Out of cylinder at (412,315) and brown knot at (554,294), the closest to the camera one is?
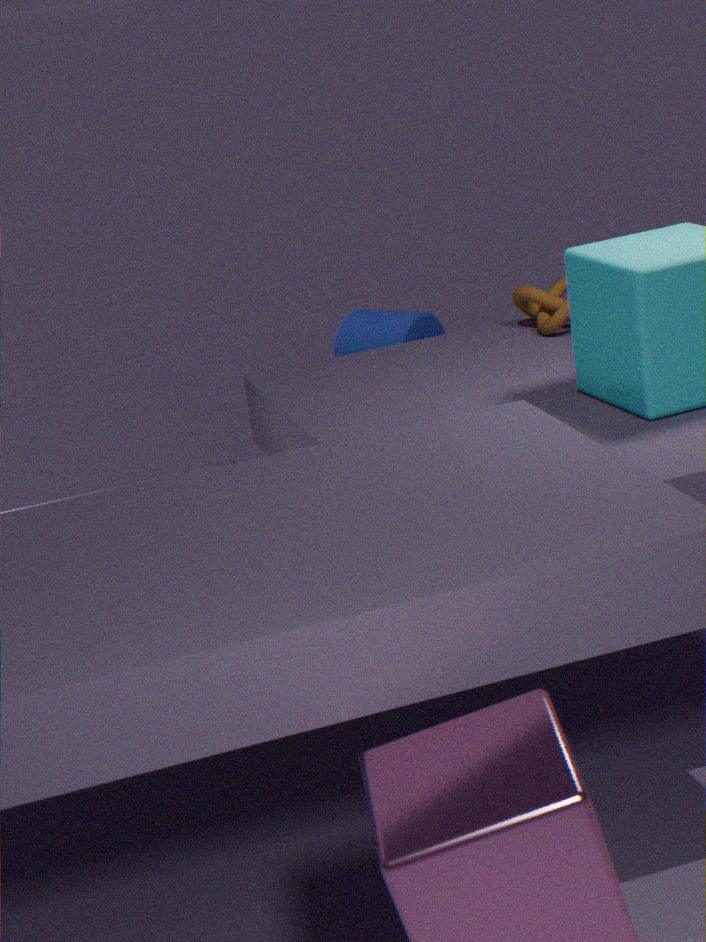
brown knot at (554,294)
